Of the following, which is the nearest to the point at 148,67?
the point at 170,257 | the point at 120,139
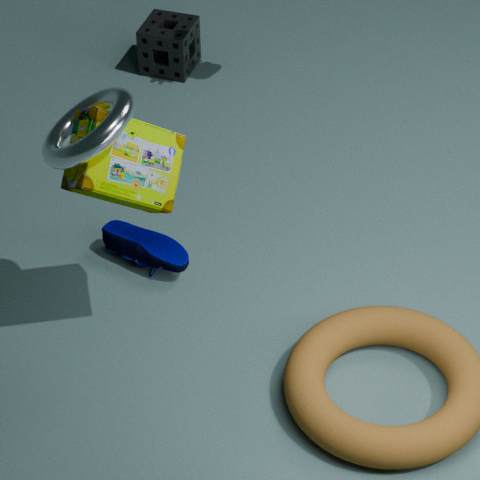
the point at 170,257
